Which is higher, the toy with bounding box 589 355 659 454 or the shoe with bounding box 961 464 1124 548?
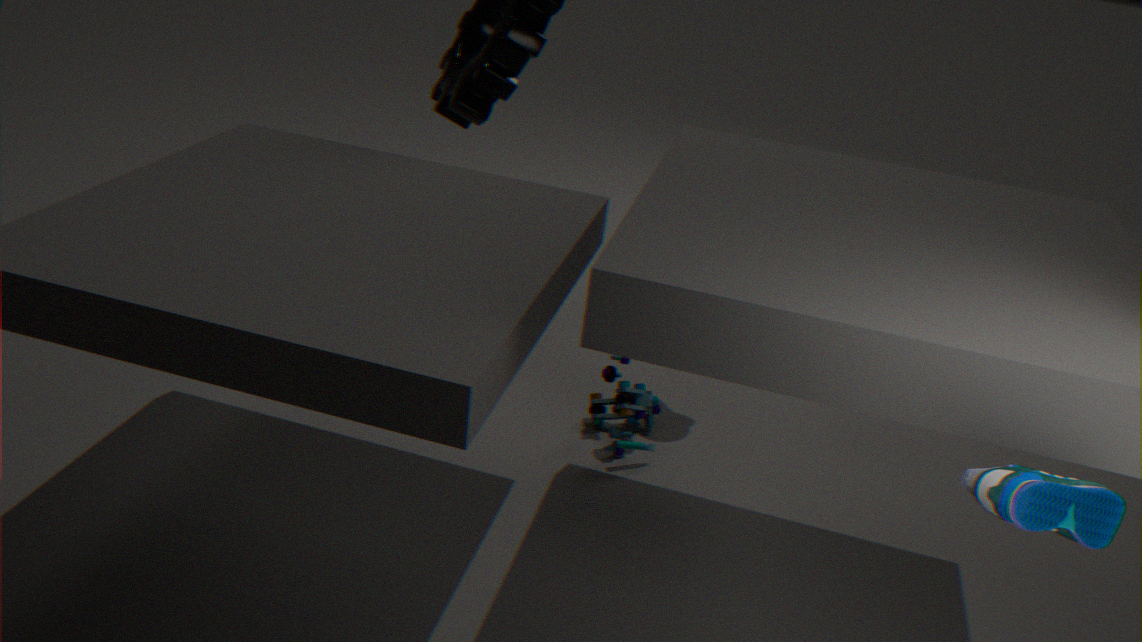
the shoe with bounding box 961 464 1124 548
